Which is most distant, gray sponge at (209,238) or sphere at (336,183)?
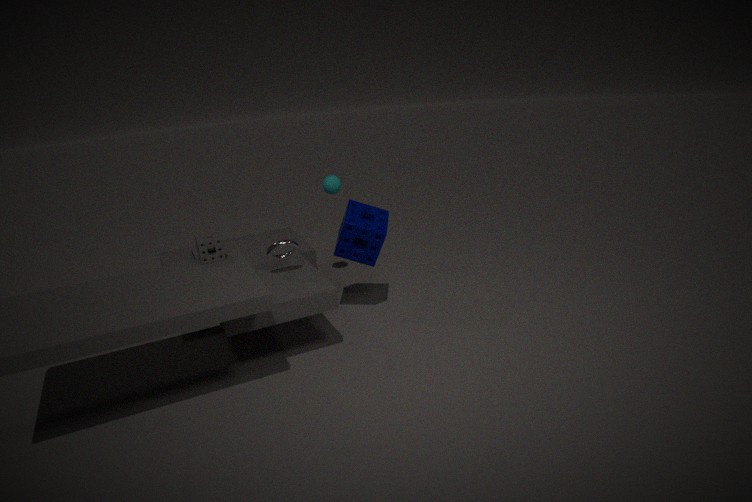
sphere at (336,183)
